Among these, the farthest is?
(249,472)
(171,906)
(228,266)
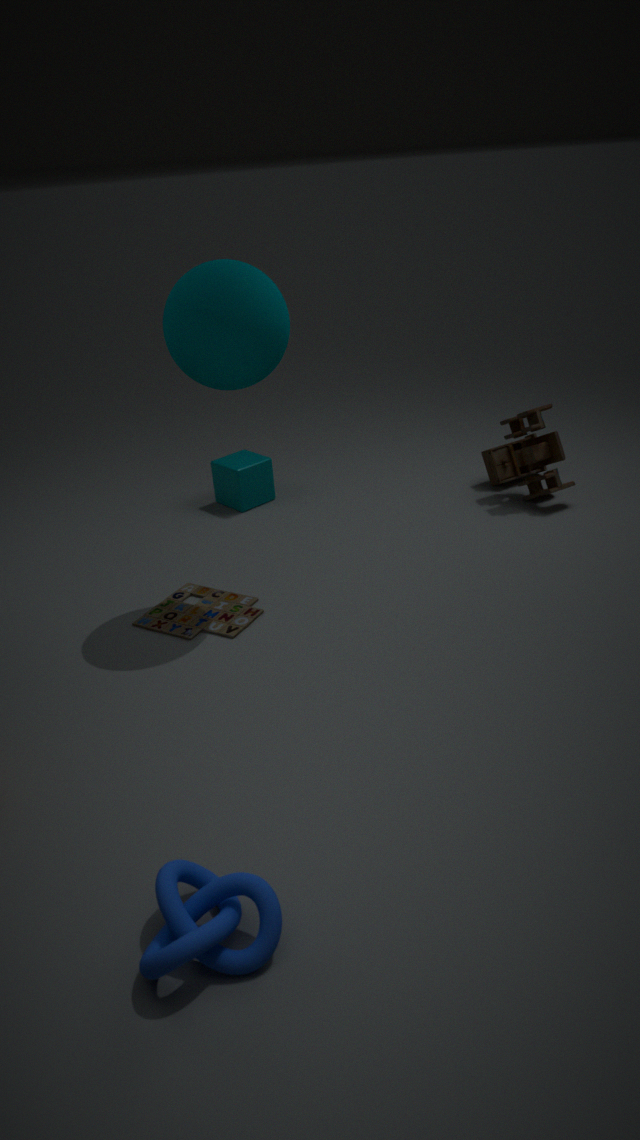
(249,472)
